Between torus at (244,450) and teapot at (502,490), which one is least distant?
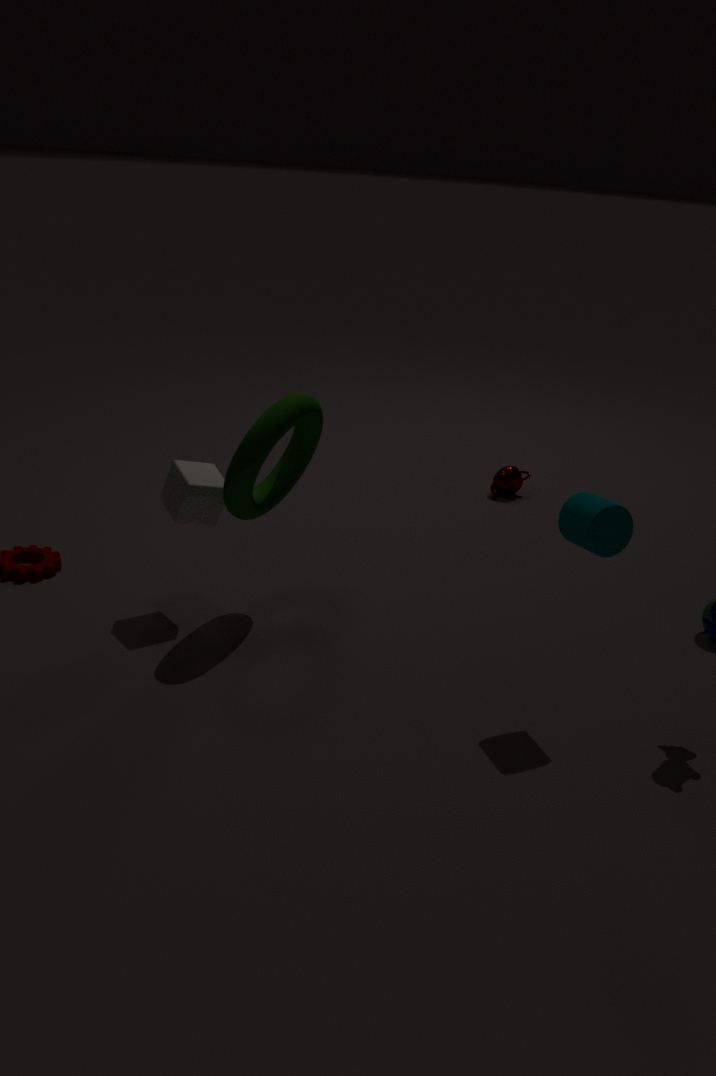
torus at (244,450)
